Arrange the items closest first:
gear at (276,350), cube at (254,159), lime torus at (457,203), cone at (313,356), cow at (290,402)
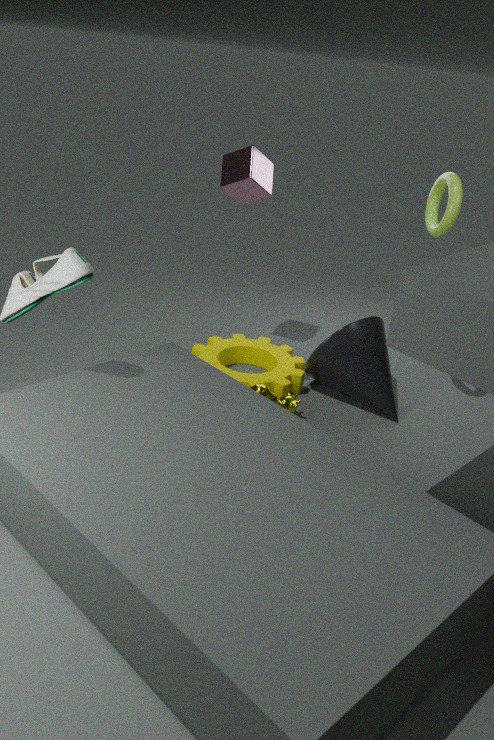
lime torus at (457,203) < cow at (290,402) < cone at (313,356) < gear at (276,350) < cube at (254,159)
